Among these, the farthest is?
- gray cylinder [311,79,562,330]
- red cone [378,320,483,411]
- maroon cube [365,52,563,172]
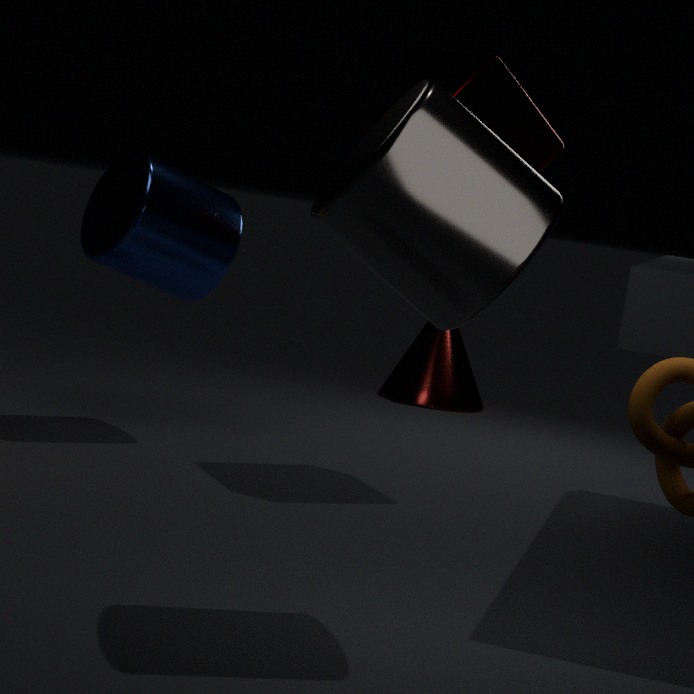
red cone [378,320,483,411]
